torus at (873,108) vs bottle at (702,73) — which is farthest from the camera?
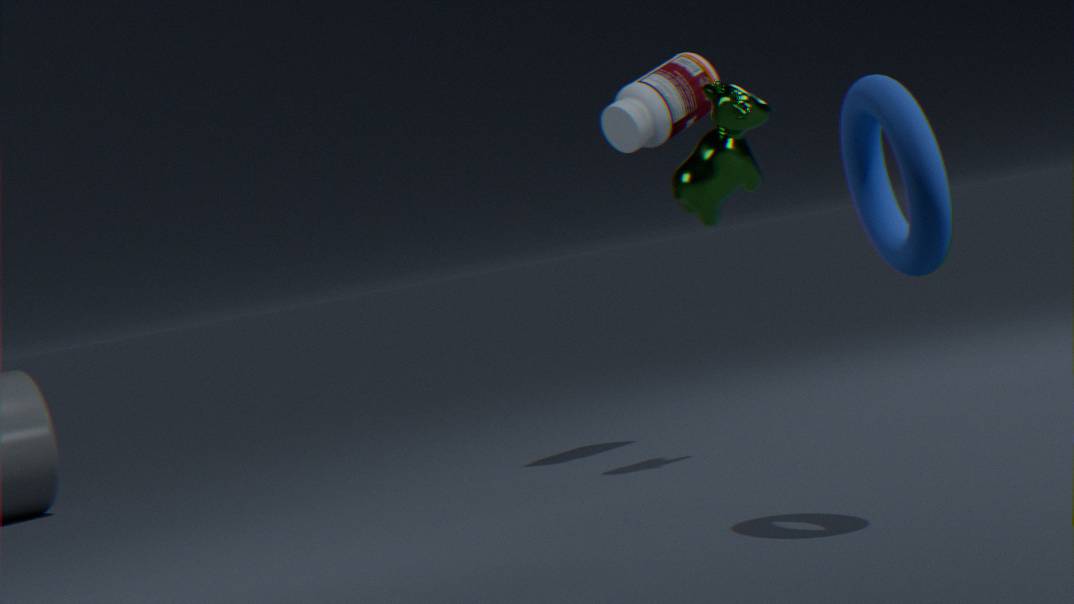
bottle at (702,73)
